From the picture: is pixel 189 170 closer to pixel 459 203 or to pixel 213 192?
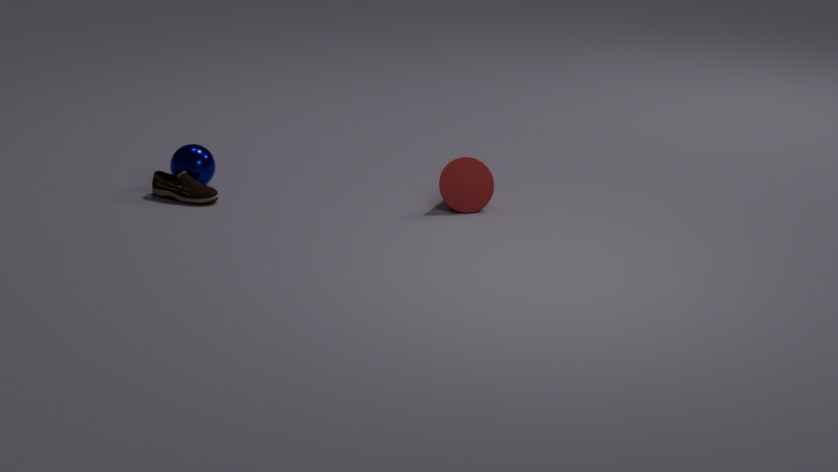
pixel 213 192
